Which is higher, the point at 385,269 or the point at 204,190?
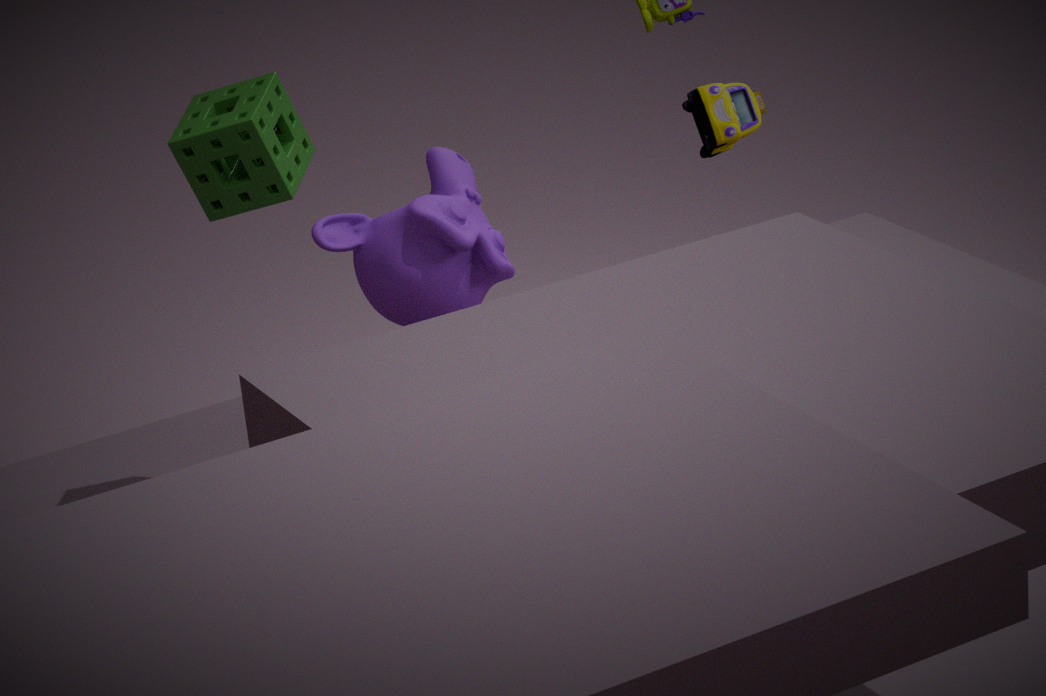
the point at 204,190
